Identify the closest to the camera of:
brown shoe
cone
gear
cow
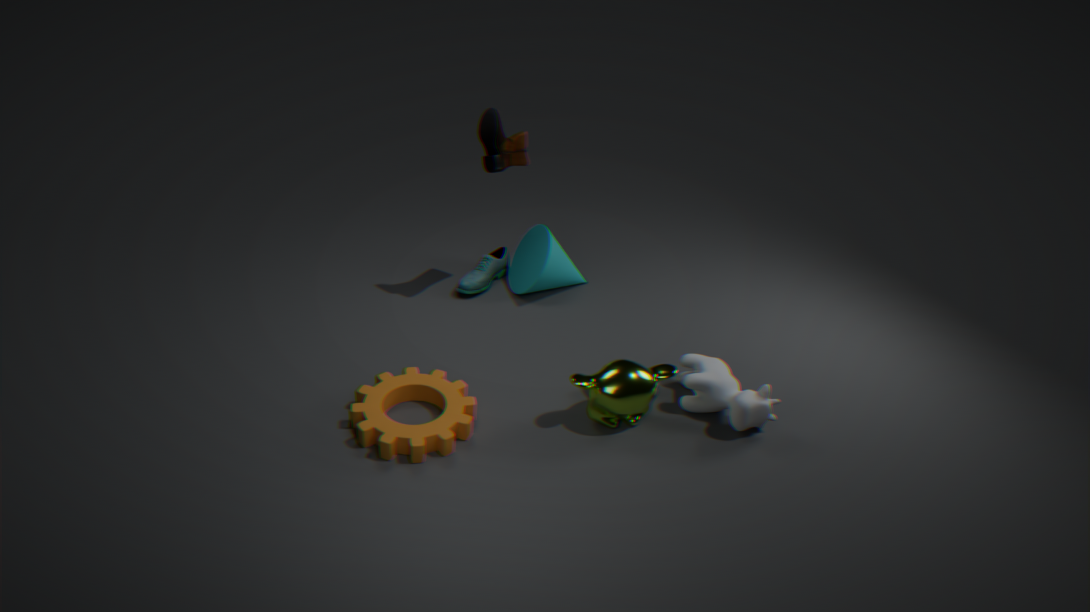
gear
